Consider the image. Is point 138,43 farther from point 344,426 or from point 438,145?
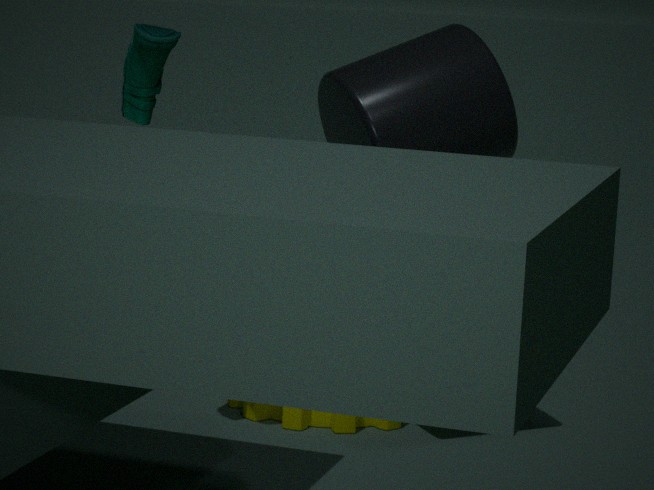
point 344,426
